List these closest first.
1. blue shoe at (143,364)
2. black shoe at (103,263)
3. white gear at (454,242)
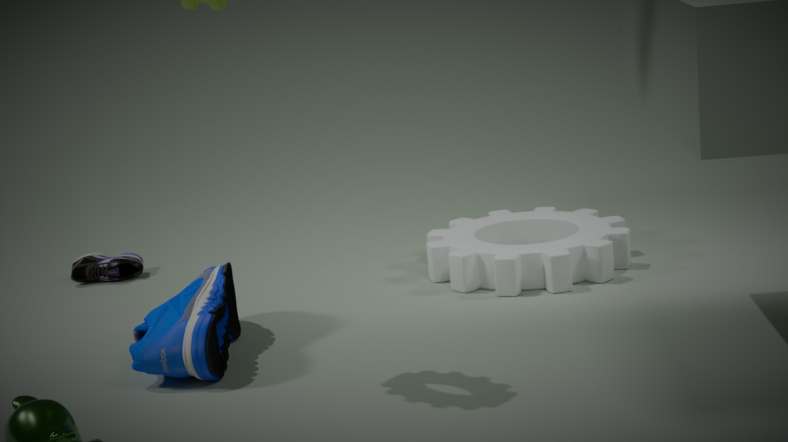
blue shoe at (143,364)
white gear at (454,242)
black shoe at (103,263)
